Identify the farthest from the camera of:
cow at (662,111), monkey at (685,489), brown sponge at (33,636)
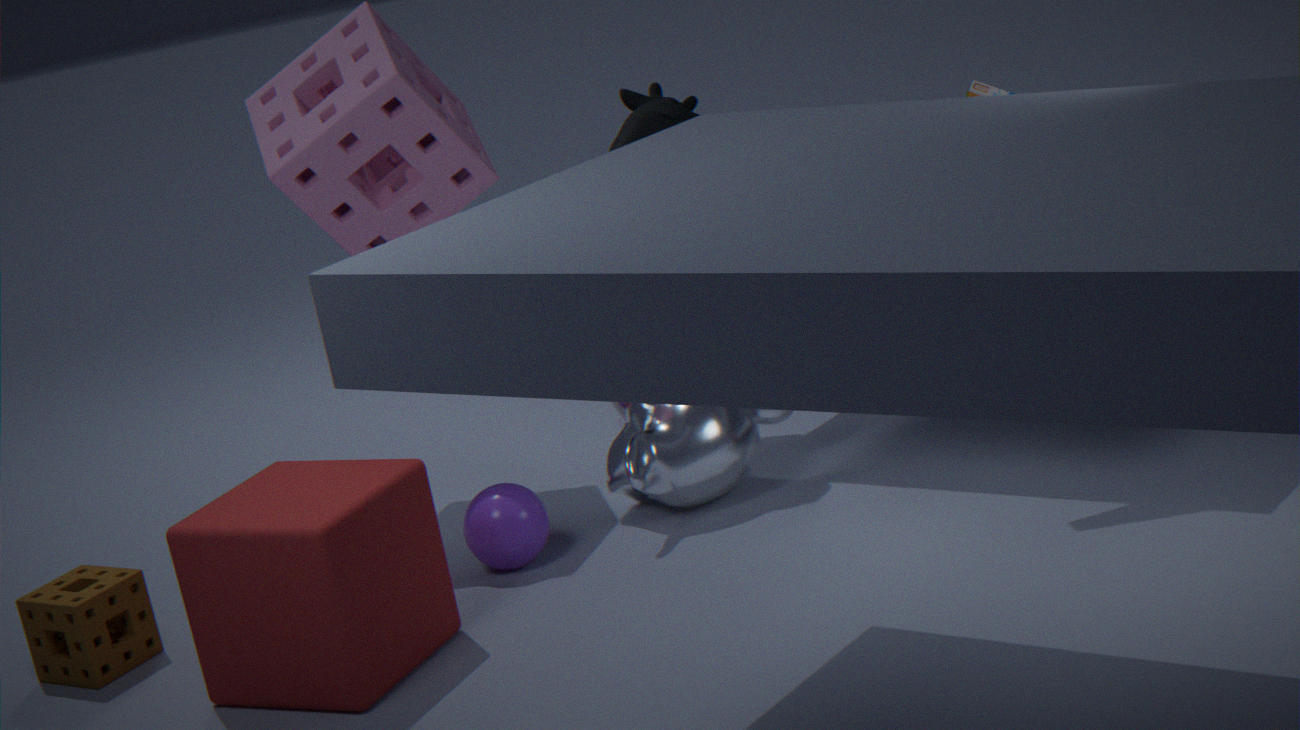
cow at (662,111)
